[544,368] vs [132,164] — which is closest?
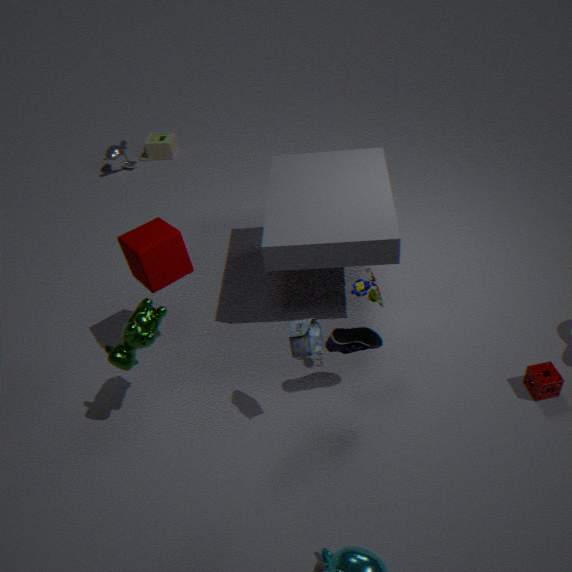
[544,368]
